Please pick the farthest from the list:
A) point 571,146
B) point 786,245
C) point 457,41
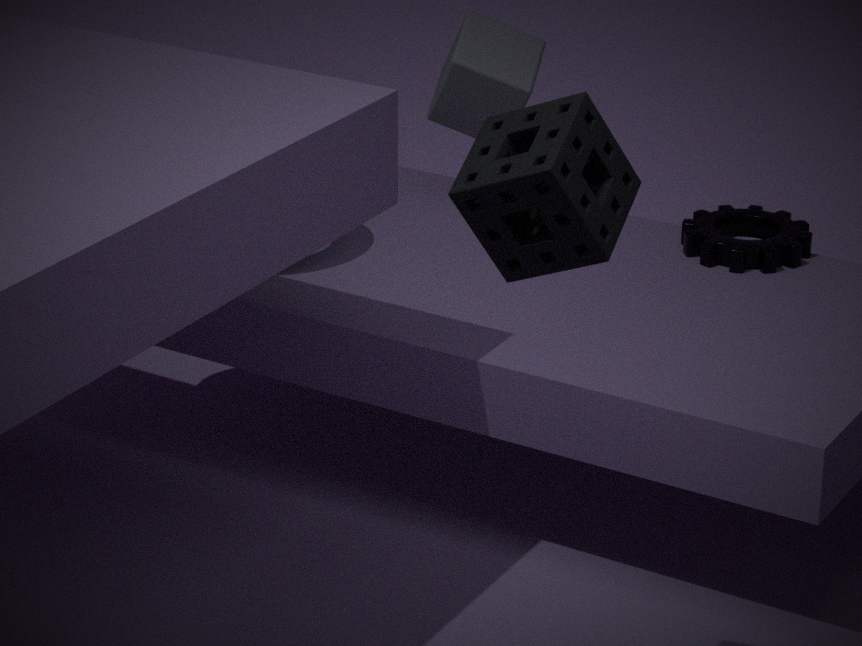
point 457,41
